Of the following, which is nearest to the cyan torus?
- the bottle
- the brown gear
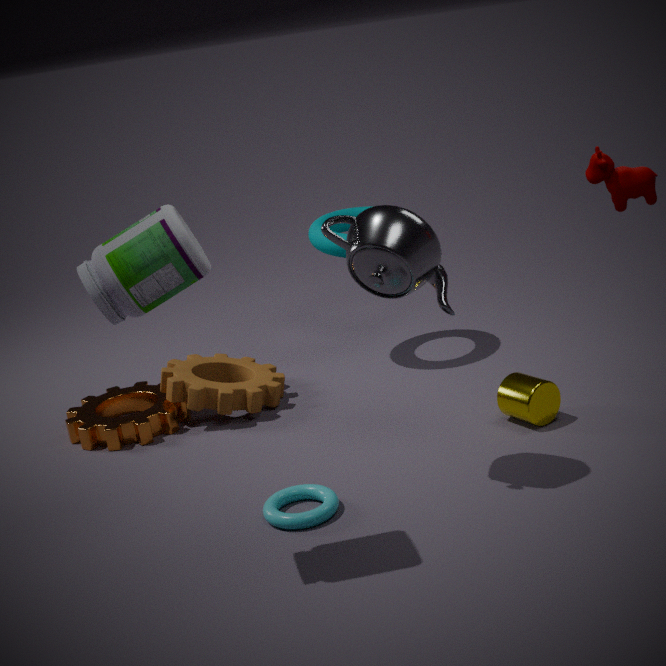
the brown gear
